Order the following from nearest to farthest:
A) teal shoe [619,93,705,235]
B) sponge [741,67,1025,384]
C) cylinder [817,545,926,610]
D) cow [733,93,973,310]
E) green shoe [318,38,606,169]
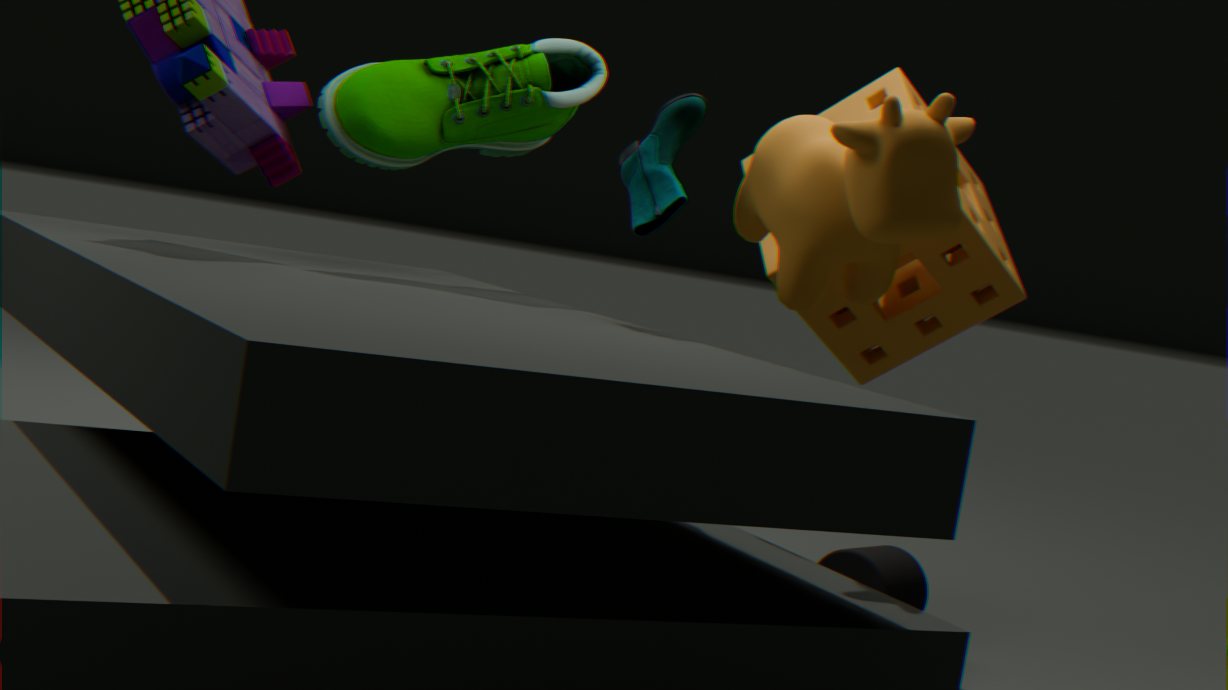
1. cow [733,93,973,310]
2. teal shoe [619,93,705,235]
3. green shoe [318,38,606,169]
4. sponge [741,67,1025,384]
5. cylinder [817,545,926,610]
